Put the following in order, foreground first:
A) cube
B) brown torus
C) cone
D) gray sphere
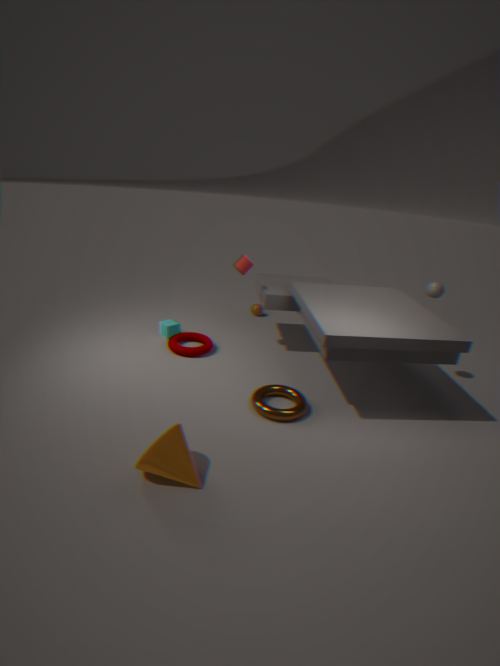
1. cone
2. brown torus
3. gray sphere
4. cube
